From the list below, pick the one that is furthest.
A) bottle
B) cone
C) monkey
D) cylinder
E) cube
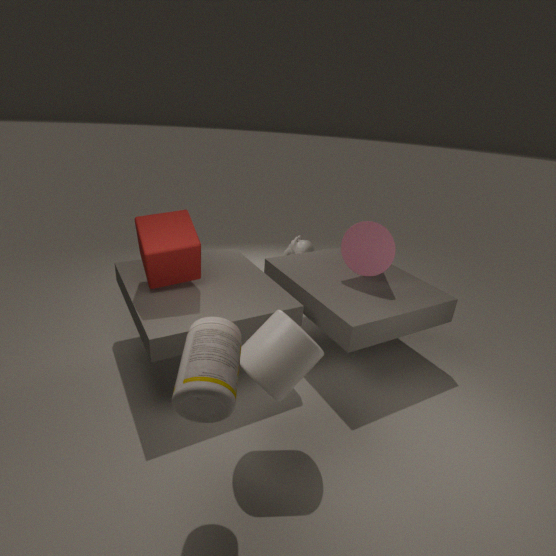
monkey
